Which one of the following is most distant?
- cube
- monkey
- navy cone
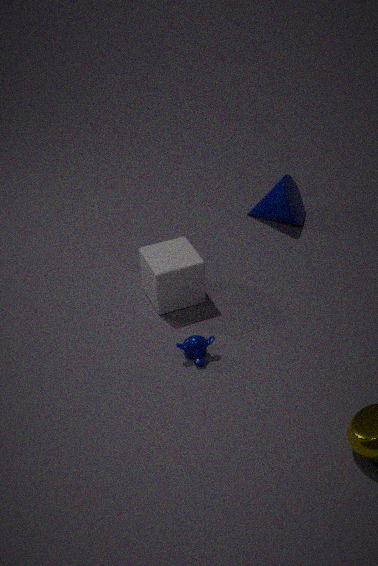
navy cone
